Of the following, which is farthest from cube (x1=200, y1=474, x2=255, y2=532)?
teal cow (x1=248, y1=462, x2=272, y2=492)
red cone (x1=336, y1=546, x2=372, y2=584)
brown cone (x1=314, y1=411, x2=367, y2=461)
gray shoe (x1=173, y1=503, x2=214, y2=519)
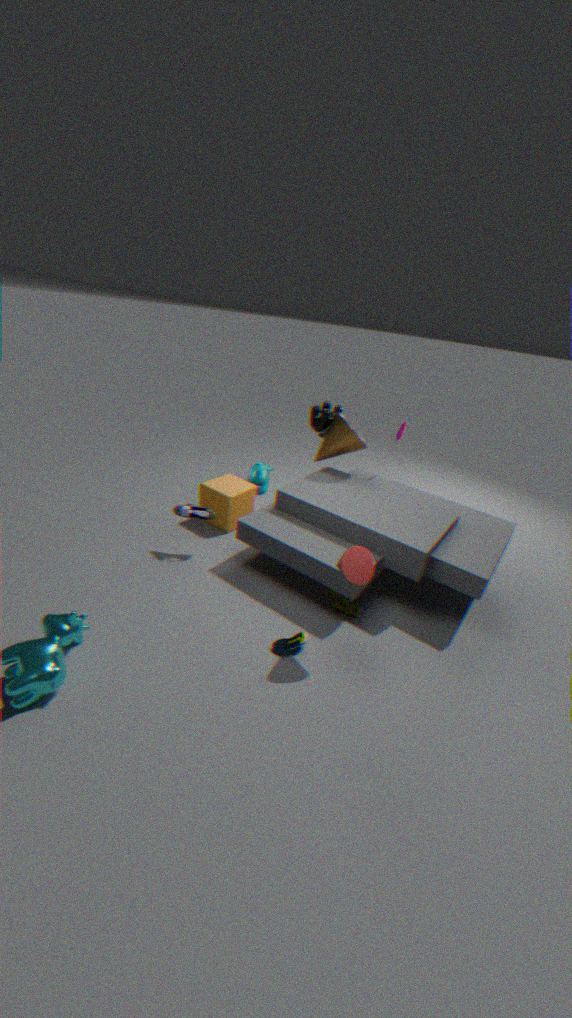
red cone (x1=336, y1=546, x2=372, y2=584)
